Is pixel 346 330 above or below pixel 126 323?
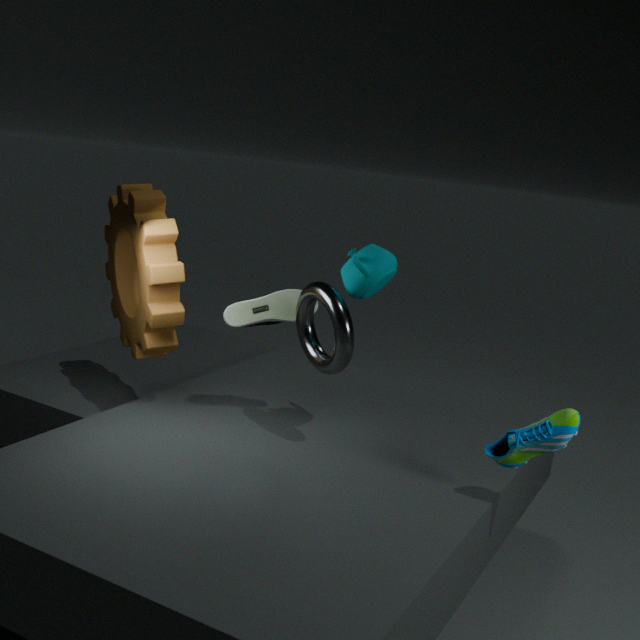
below
